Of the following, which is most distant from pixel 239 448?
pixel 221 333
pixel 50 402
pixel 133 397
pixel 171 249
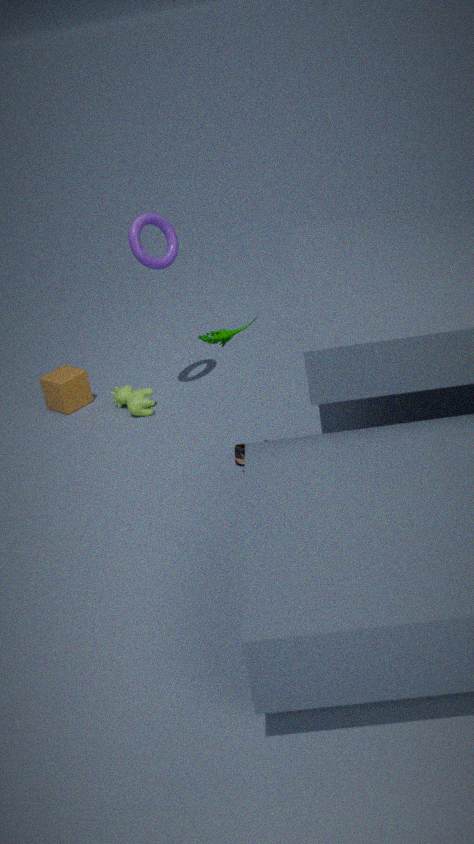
pixel 50 402
